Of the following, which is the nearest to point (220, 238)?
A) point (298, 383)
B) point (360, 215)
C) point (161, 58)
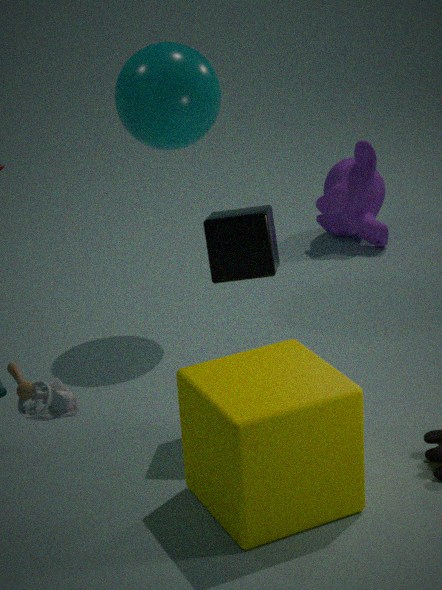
point (298, 383)
